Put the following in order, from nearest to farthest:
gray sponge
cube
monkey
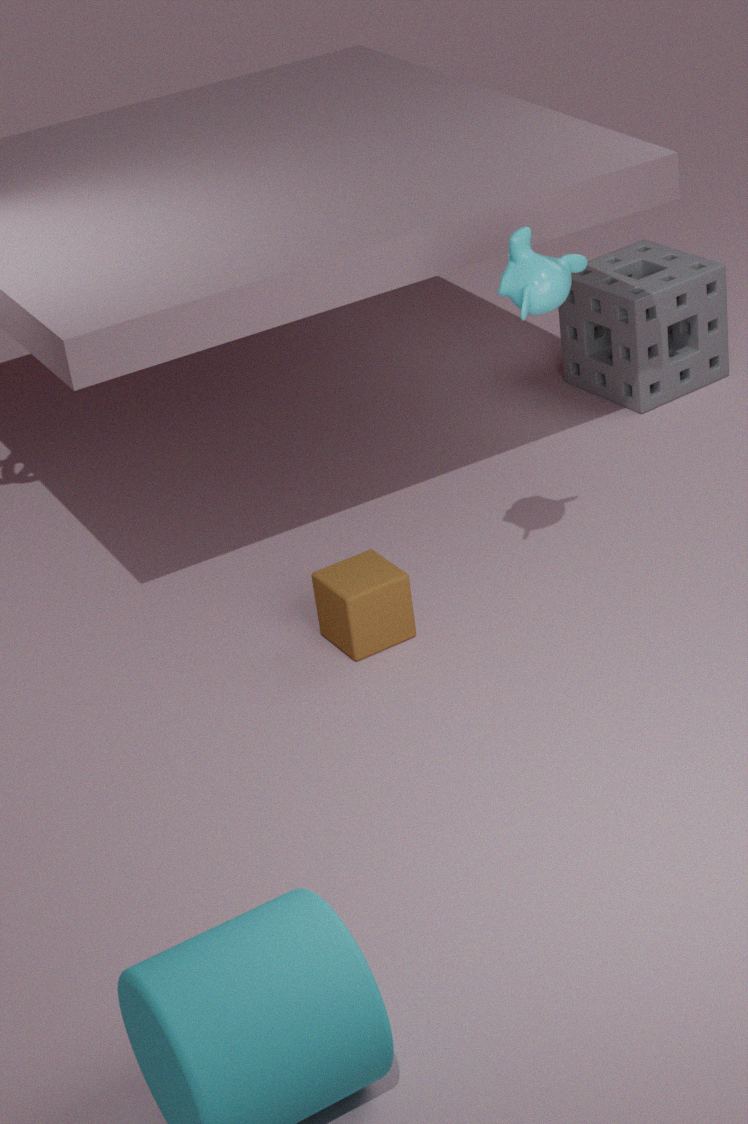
monkey < cube < gray sponge
